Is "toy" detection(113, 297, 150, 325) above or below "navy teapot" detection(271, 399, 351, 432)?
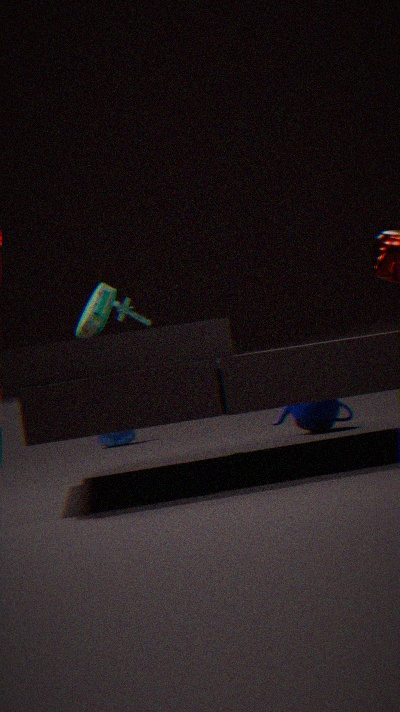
above
